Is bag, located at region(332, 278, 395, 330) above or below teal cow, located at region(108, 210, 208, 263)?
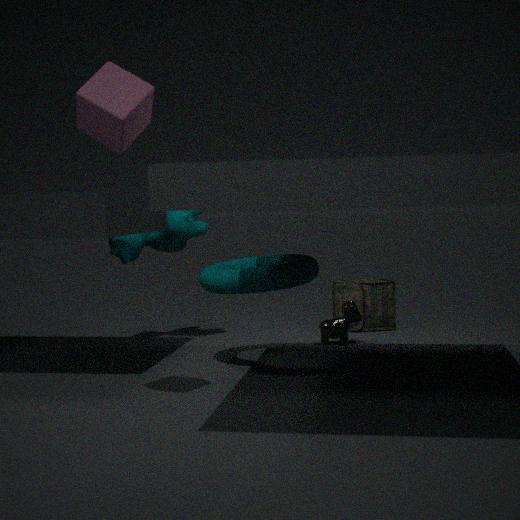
below
